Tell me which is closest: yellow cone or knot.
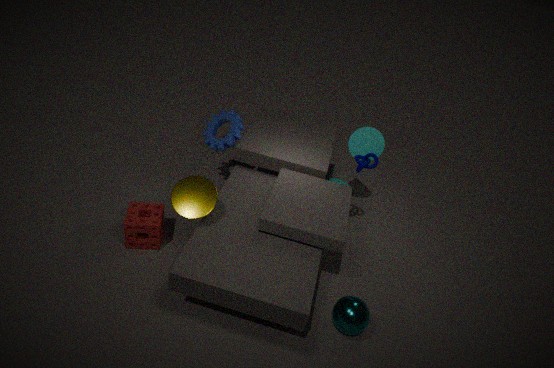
yellow cone
